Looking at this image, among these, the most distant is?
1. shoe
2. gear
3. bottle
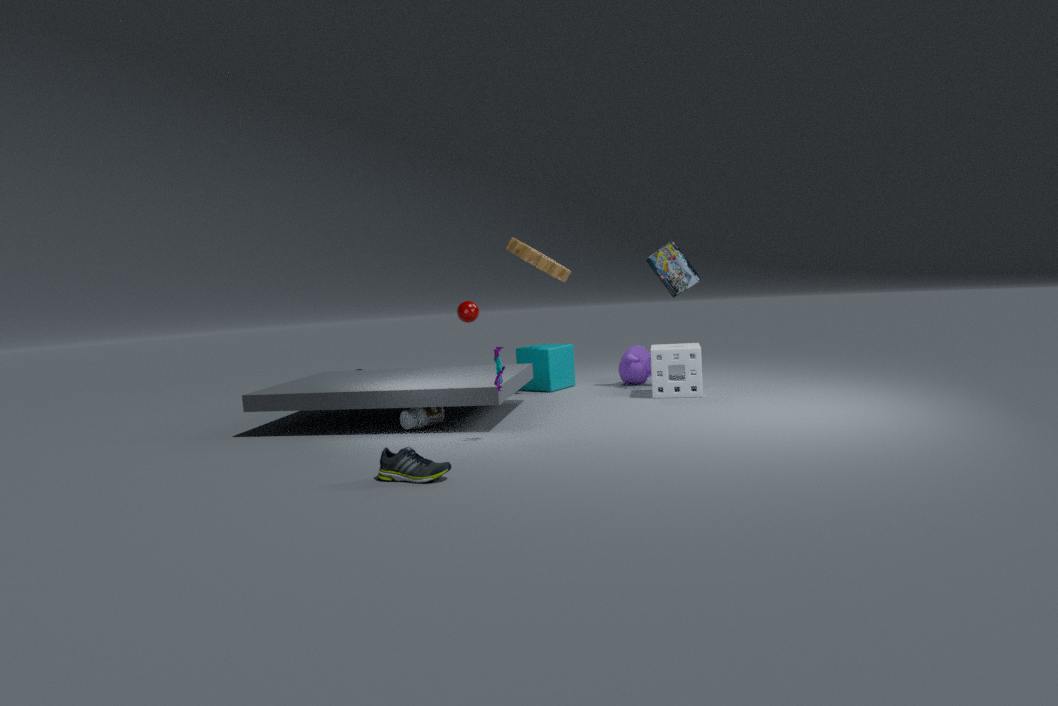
gear
